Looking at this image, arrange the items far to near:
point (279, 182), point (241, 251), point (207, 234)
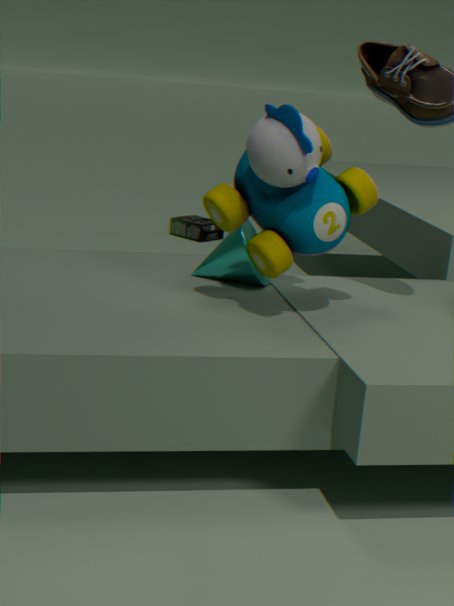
point (207, 234), point (241, 251), point (279, 182)
